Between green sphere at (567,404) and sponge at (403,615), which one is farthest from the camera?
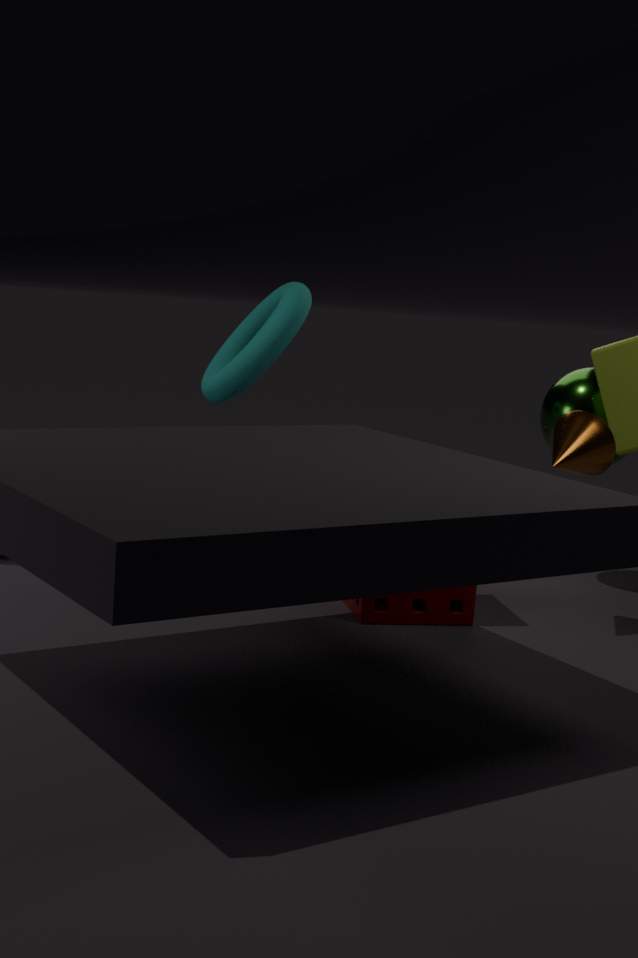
green sphere at (567,404)
